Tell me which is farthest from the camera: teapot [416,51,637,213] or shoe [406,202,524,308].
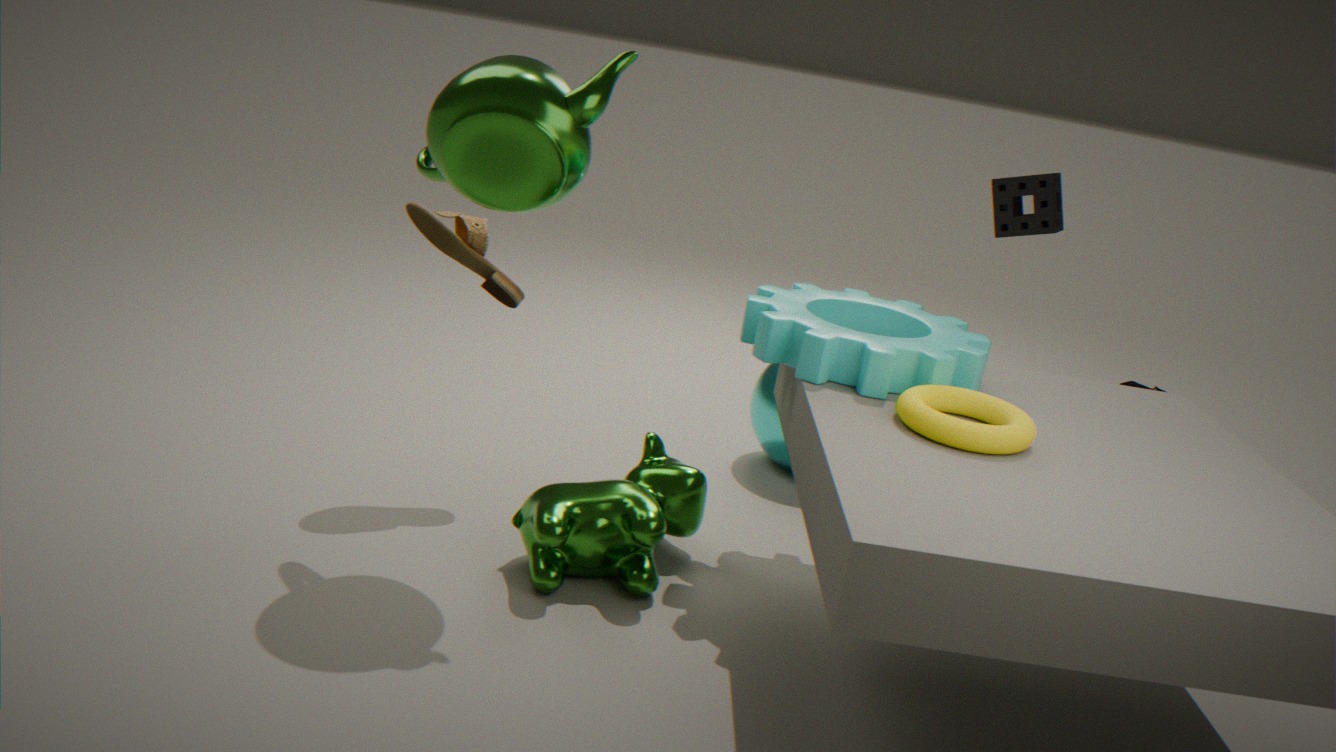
shoe [406,202,524,308]
